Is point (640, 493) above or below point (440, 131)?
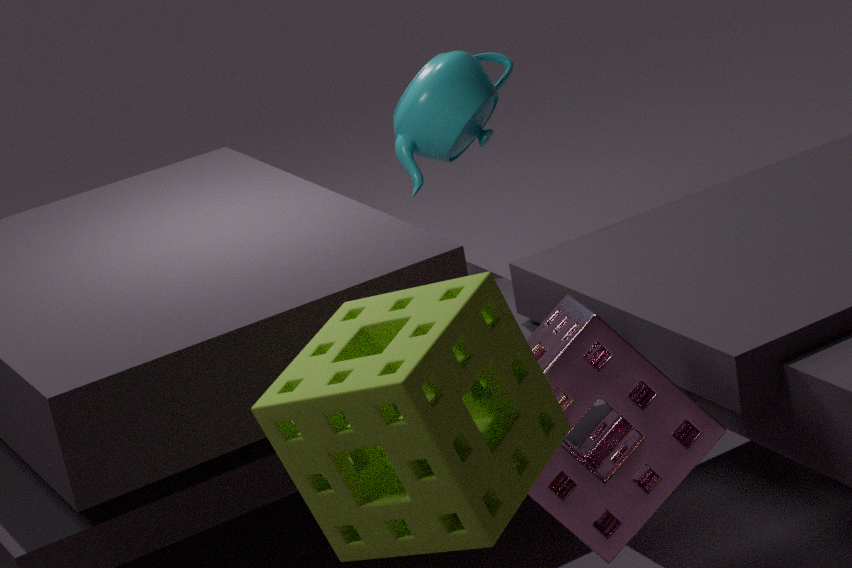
below
